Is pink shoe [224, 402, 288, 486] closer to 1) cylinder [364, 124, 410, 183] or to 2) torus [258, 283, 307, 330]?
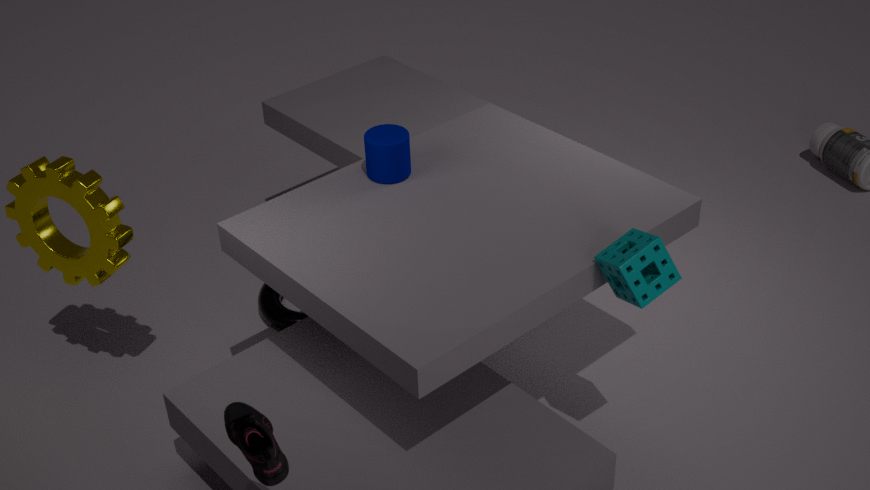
1) cylinder [364, 124, 410, 183]
